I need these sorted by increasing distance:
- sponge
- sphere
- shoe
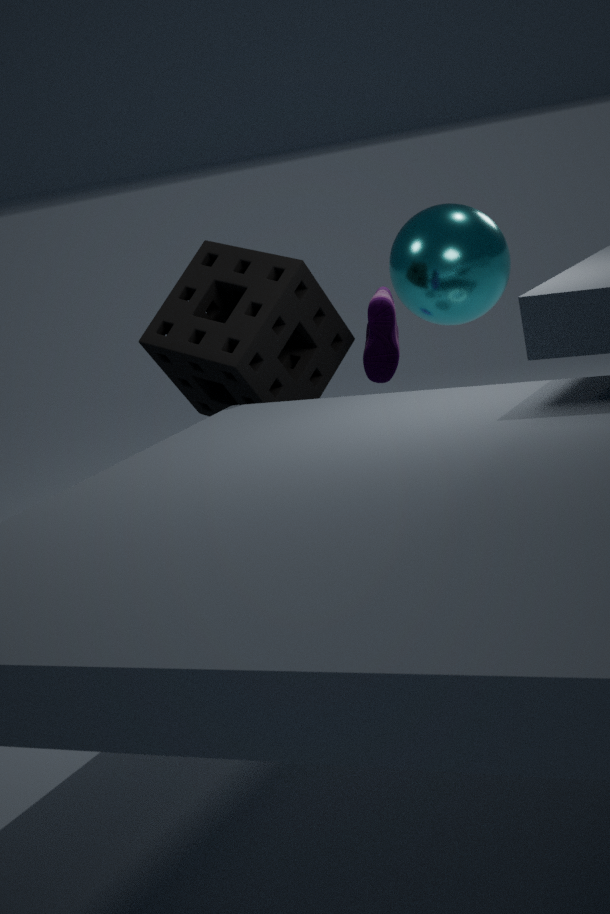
sponge, shoe, sphere
